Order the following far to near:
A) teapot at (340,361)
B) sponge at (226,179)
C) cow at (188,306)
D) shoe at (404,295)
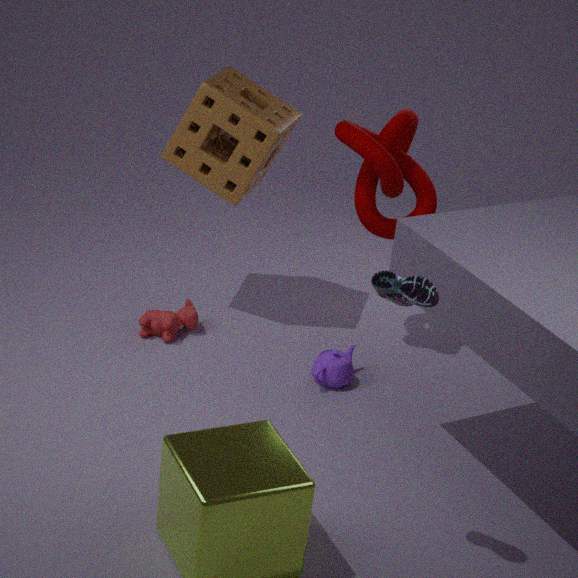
1. cow at (188,306)
2. sponge at (226,179)
3. teapot at (340,361)
4. shoe at (404,295)
